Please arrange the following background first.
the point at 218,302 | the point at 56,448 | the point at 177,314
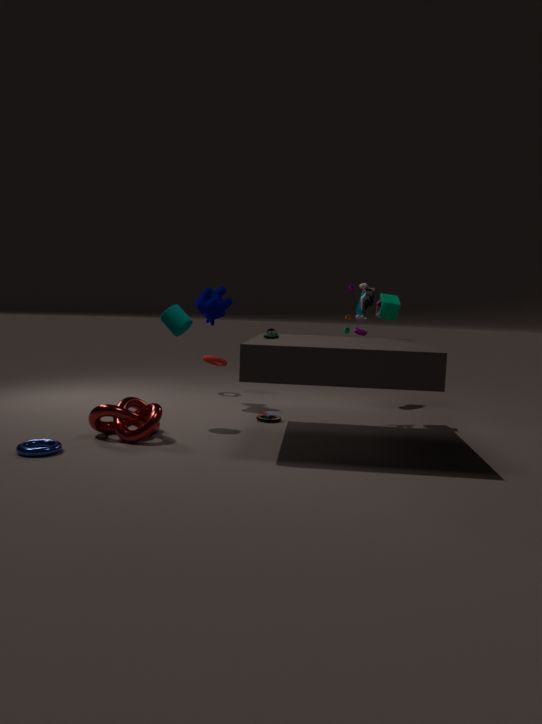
the point at 218,302
the point at 177,314
the point at 56,448
